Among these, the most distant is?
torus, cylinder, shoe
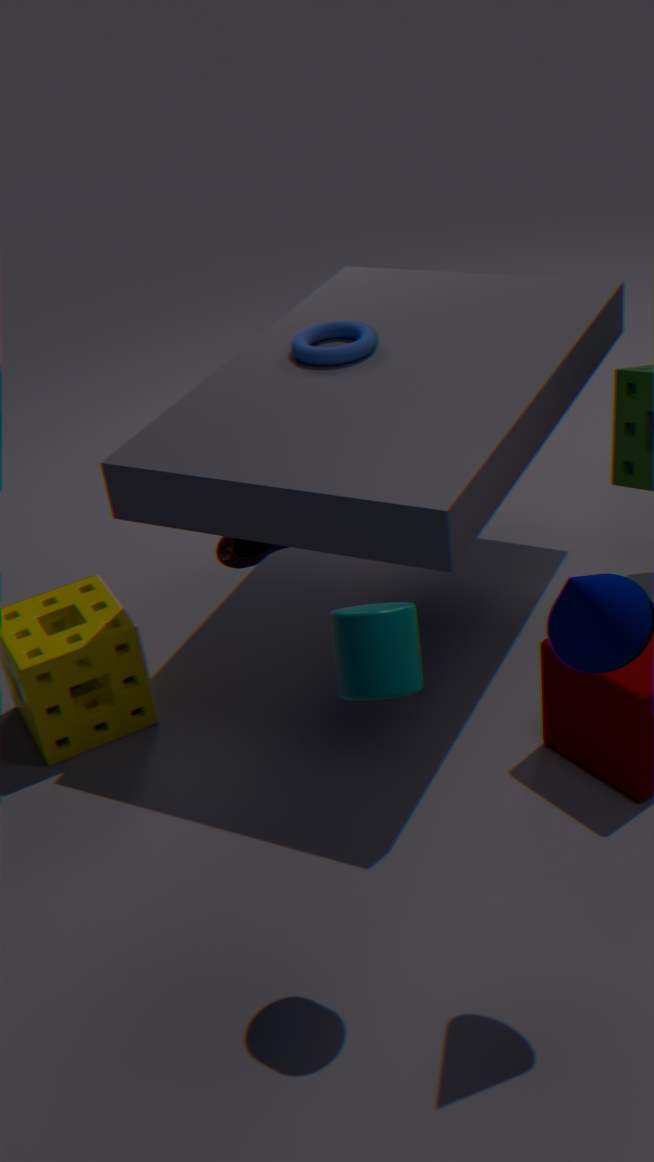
torus
